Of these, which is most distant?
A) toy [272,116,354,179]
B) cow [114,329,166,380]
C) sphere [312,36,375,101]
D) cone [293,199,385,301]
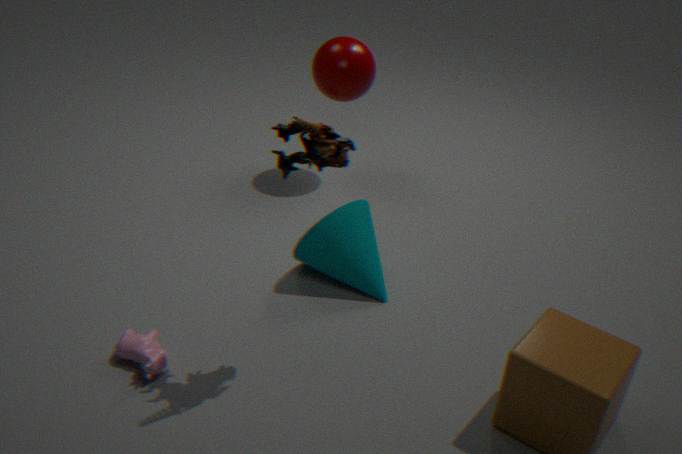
sphere [312,36,375,101]
